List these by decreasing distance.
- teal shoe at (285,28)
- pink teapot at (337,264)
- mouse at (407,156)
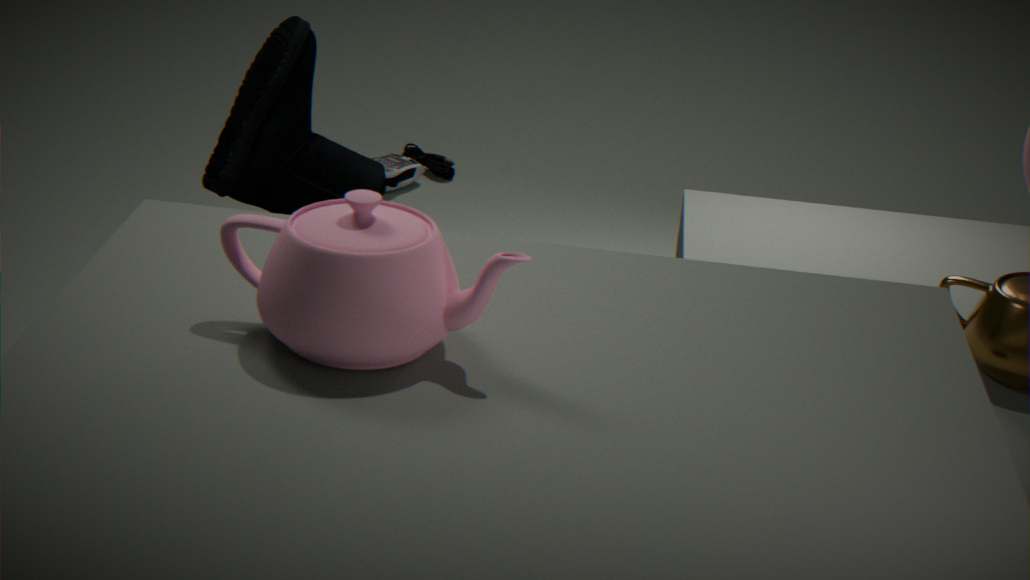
mouse at (407,156), teal shoe at (285,28), pink teapot at (337,264)
